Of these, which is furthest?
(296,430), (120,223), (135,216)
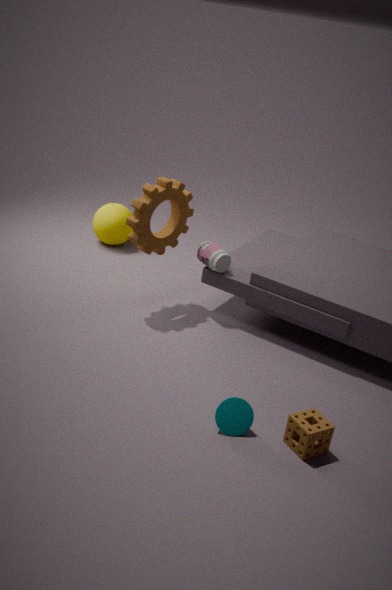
(120,223)
